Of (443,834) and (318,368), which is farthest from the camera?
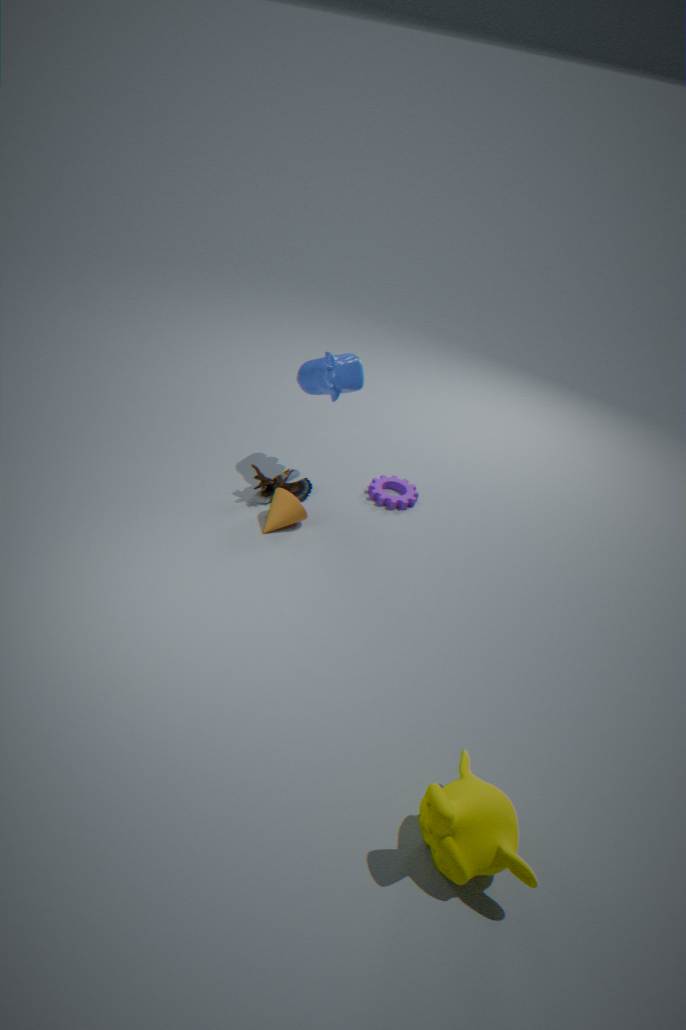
(318,368)
